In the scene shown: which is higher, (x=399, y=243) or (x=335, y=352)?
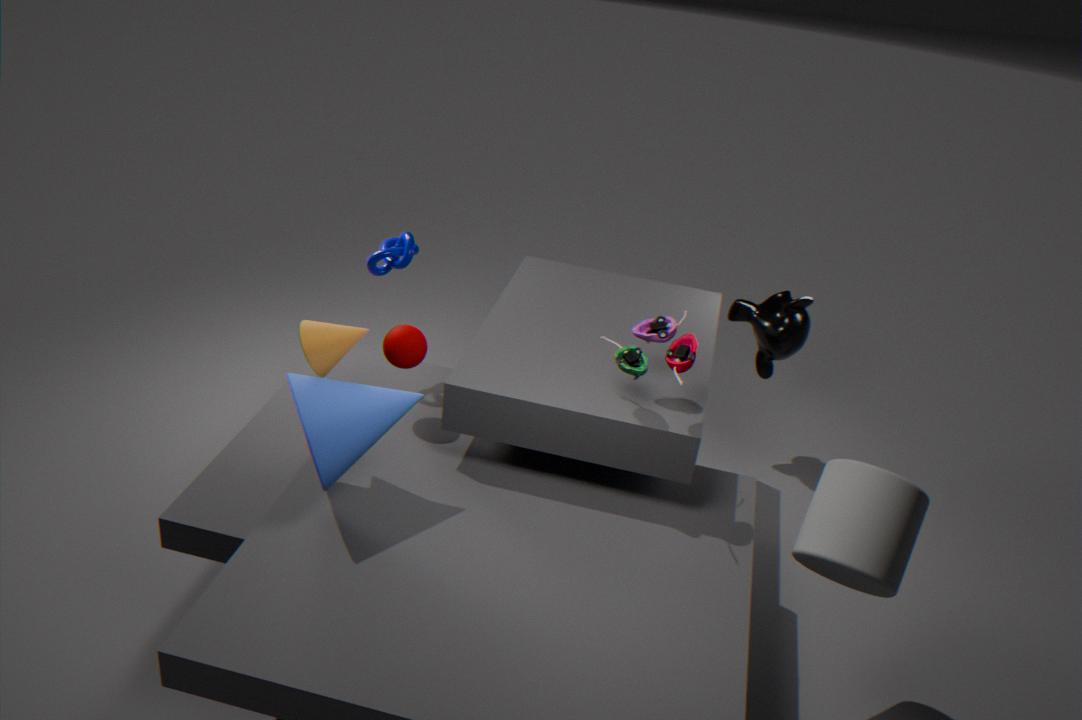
(x=335, y=352)
